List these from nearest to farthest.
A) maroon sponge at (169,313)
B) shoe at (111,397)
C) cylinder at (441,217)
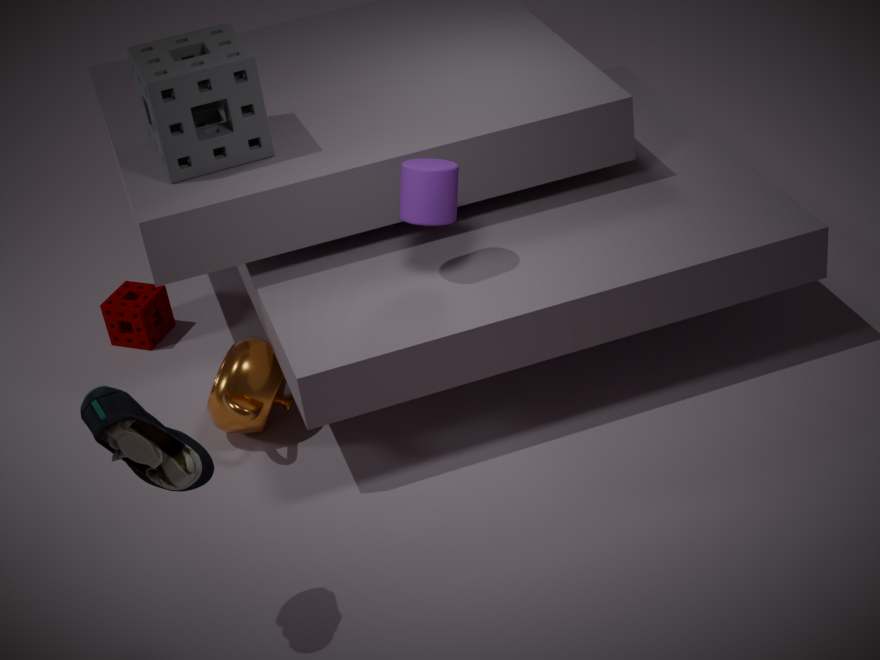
shoe at (111,397)
cylinder at (441,217)
maroon sponge at (169,313)
